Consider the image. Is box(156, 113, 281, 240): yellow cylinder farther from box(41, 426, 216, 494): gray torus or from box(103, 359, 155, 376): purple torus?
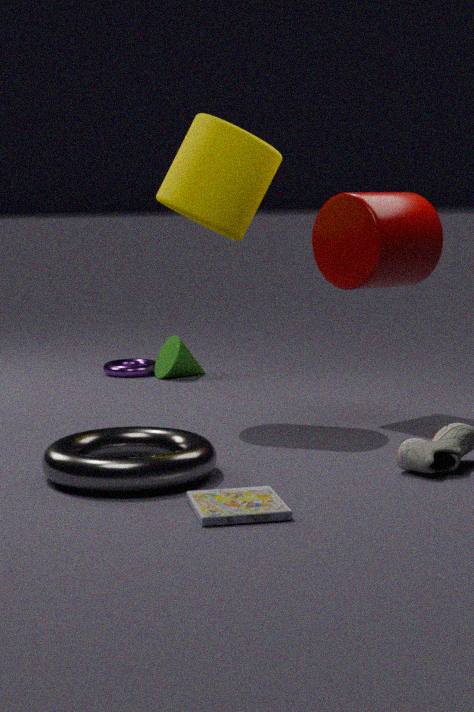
box(103, 359, 155, 376): purple torus
